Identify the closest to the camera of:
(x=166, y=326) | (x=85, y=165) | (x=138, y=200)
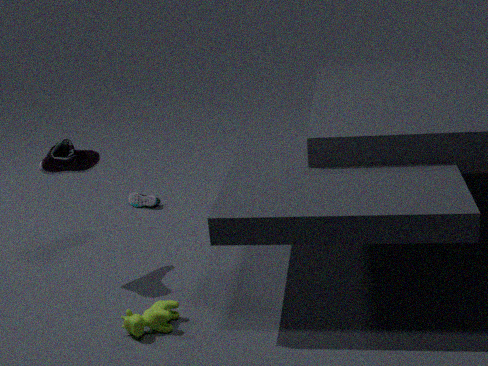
(x=166, y=326)
